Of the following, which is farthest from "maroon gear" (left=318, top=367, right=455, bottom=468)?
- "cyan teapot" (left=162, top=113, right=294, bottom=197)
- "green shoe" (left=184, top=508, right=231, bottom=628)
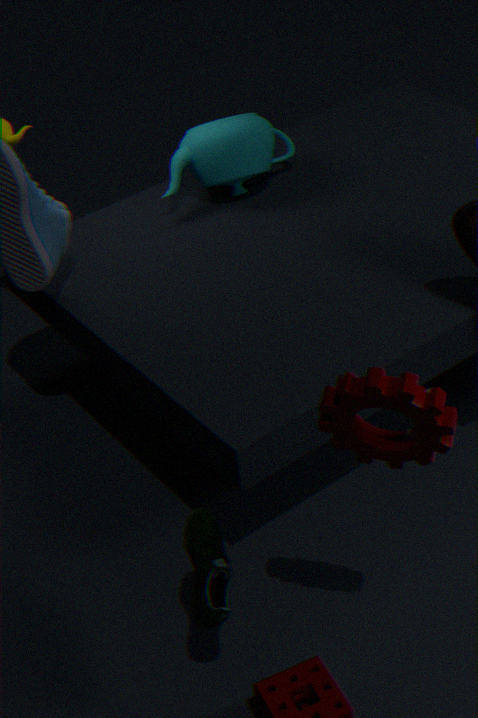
"cyan teapot" (left=162, top=113, right=294, bottom=197)
